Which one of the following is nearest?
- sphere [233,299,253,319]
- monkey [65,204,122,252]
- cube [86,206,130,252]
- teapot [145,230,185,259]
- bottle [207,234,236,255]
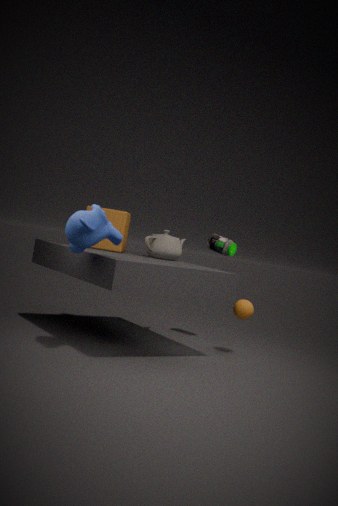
monkey [65,204,122,252]
